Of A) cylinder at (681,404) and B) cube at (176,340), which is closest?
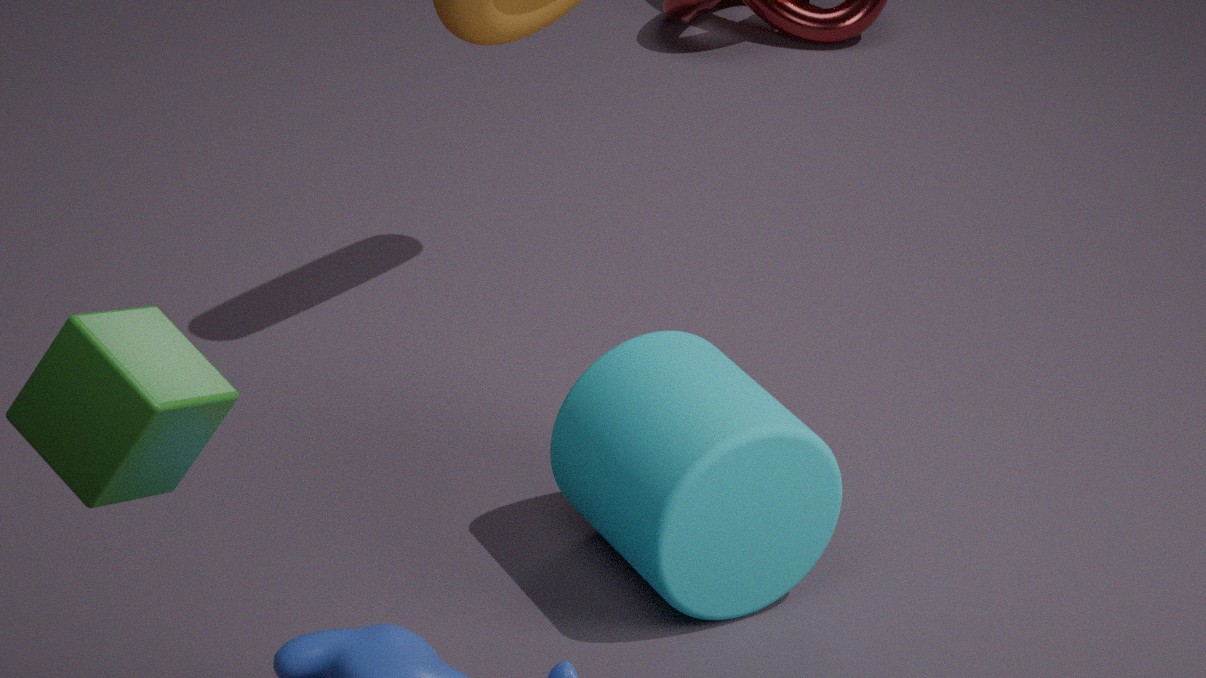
B. cube at (176,340)
